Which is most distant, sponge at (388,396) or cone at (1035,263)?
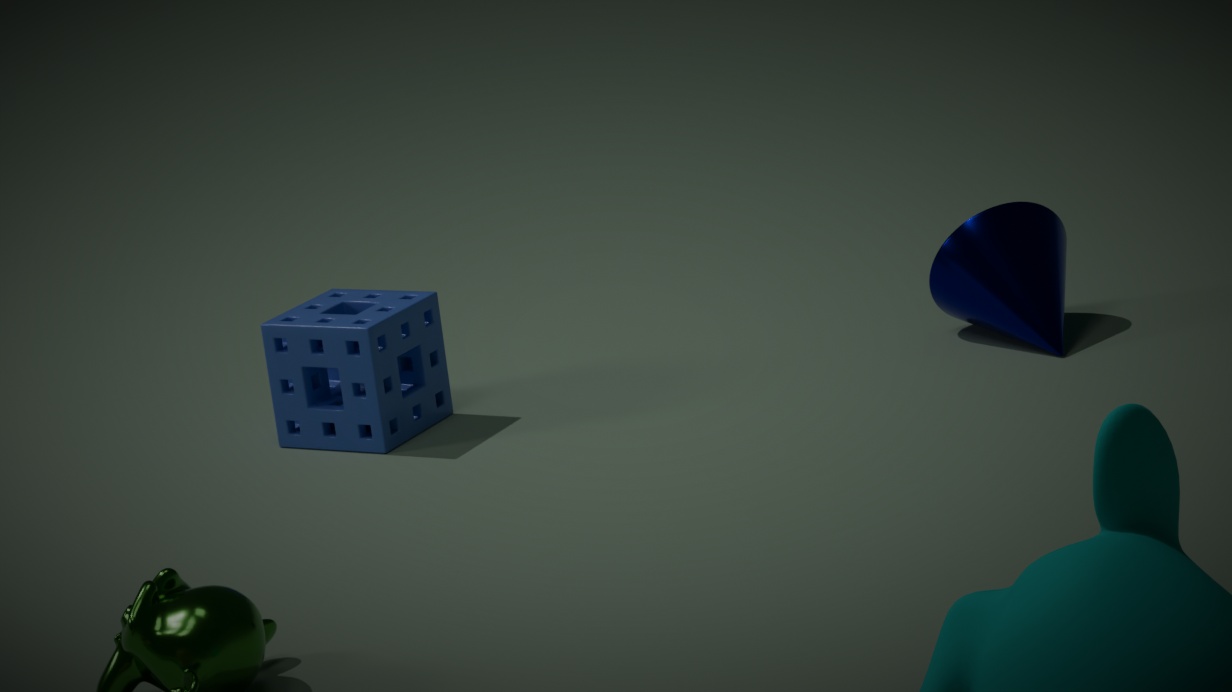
cone at (1035,263)
